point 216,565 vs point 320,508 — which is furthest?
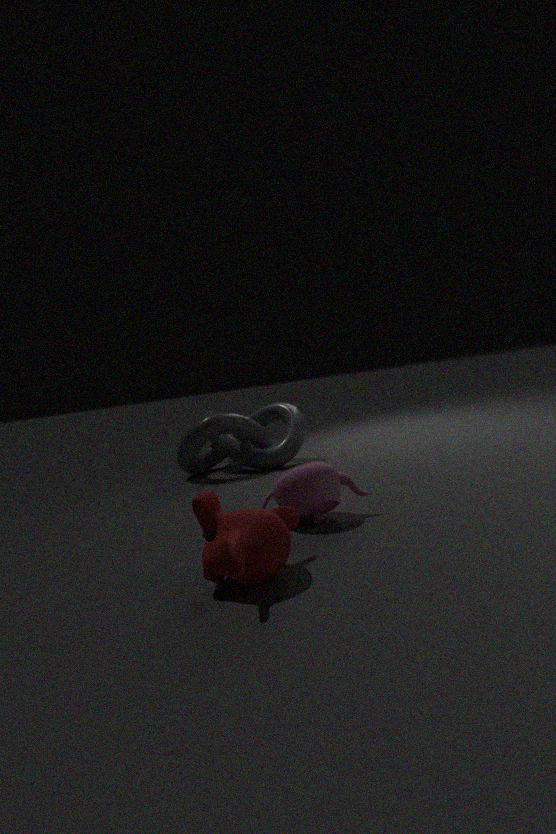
point 320,508
